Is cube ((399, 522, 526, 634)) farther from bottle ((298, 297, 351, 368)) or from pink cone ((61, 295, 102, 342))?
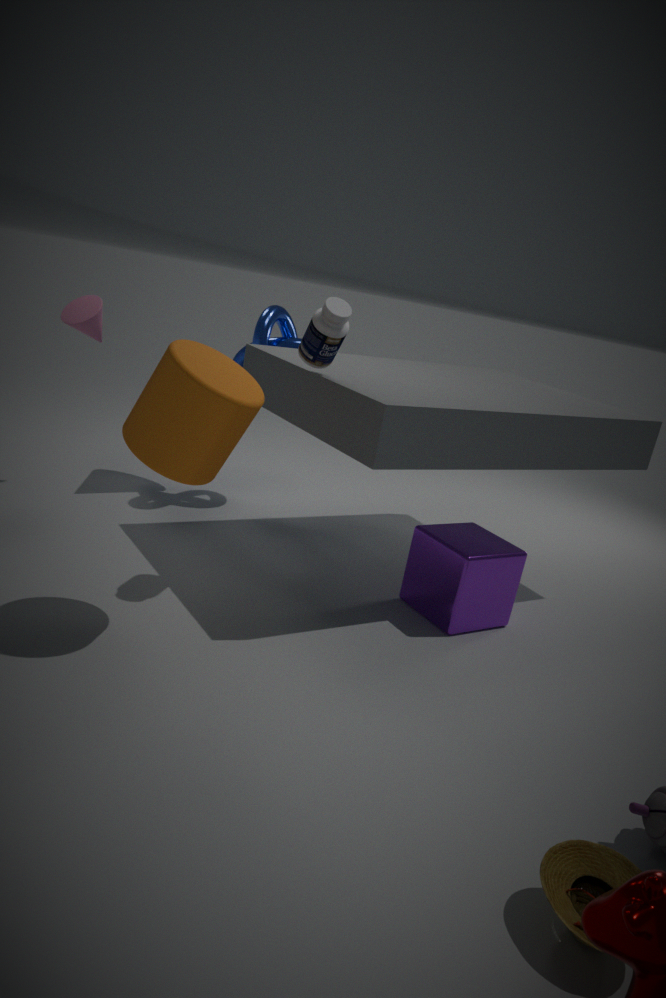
pink cone ((61, 295, 102, 342))
